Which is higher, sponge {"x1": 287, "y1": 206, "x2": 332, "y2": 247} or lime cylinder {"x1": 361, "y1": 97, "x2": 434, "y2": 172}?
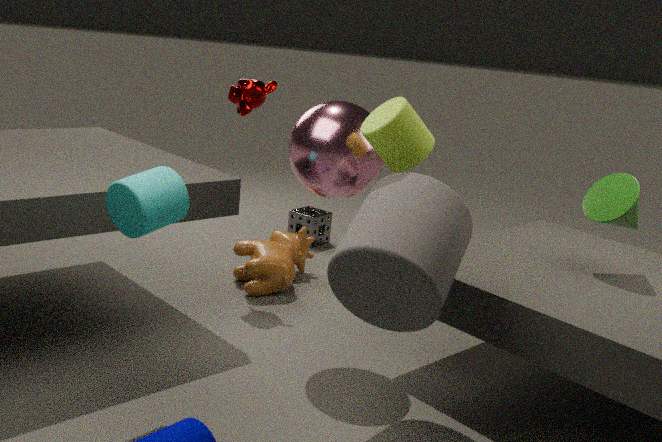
lime cylinder {"x1": 361, "y1": 97, "x2": 434, "y2": 172}
